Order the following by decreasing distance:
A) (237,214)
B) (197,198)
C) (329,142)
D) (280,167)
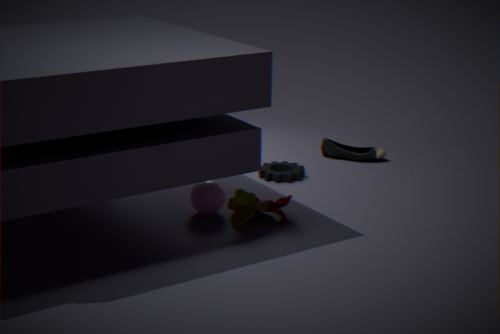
(329,142) → (280,167) → (197,198) → (237,214)
